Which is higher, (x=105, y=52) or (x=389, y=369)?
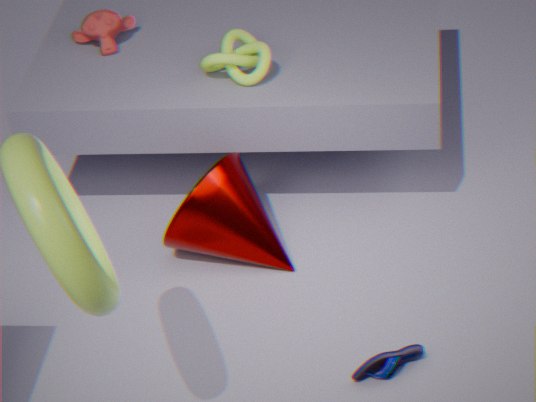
(x=105, y=52)
